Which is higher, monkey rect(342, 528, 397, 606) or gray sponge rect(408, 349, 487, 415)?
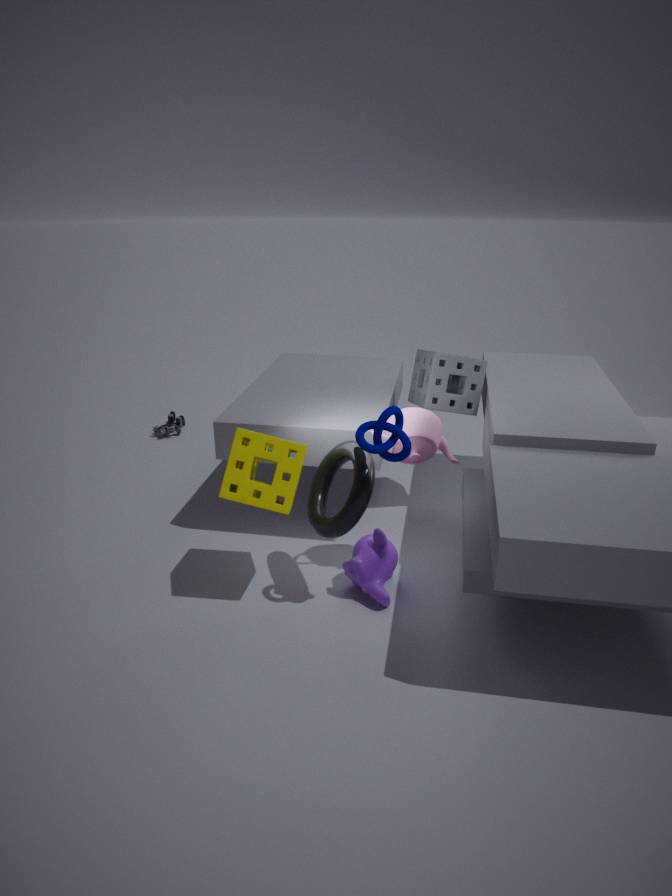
gray sponge rect(408, 349, 487, 415)
